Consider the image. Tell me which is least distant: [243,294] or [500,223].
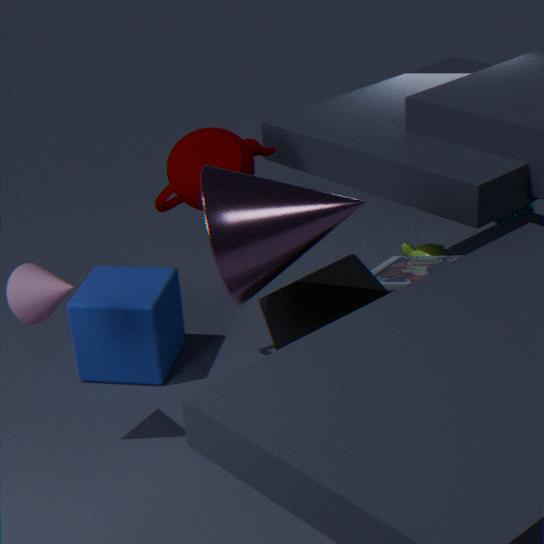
[243,294]
